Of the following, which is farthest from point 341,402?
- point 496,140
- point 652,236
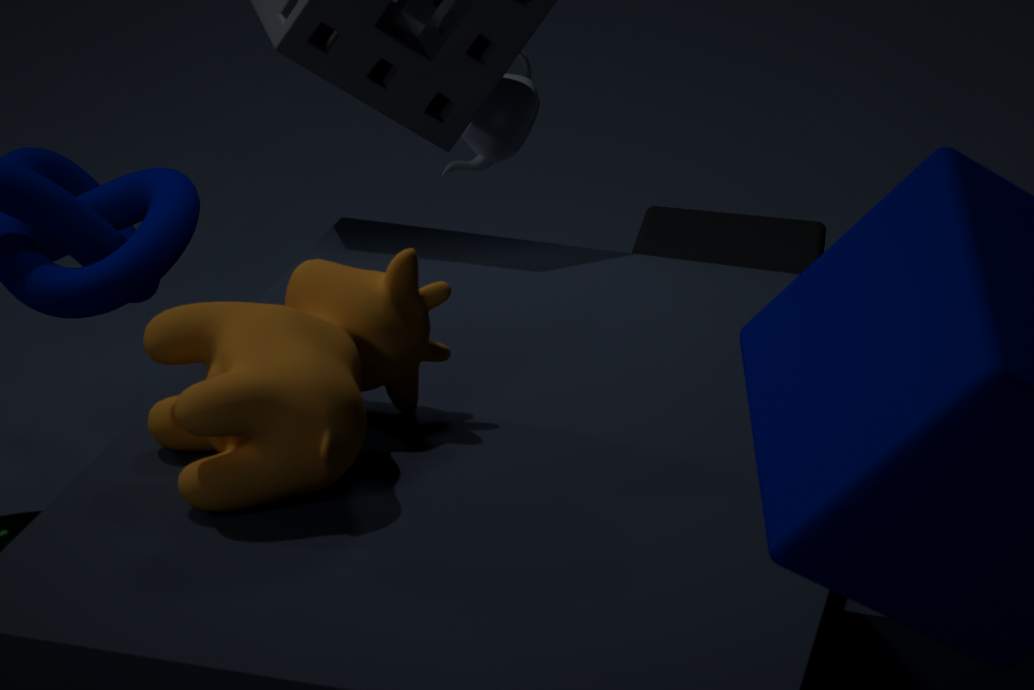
point 652,236
